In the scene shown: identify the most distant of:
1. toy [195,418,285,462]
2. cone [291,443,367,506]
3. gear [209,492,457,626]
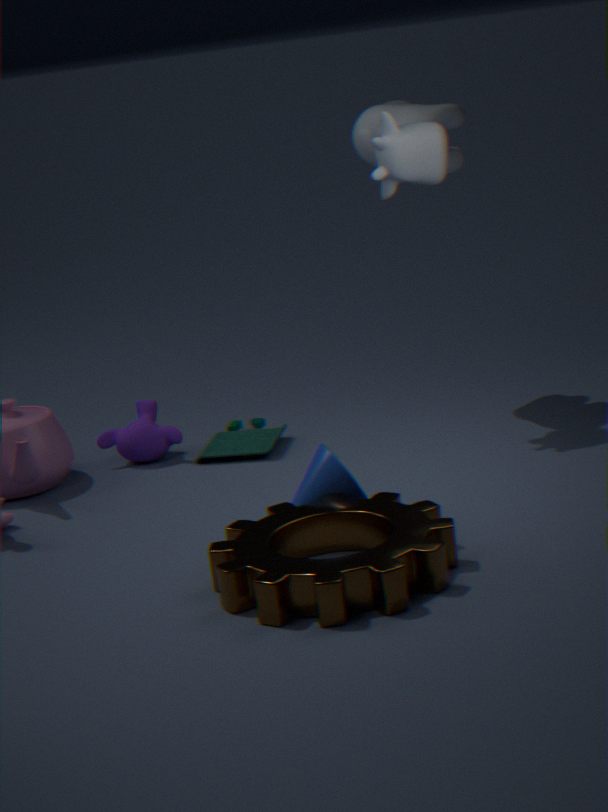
toy [195,418,285,462]
